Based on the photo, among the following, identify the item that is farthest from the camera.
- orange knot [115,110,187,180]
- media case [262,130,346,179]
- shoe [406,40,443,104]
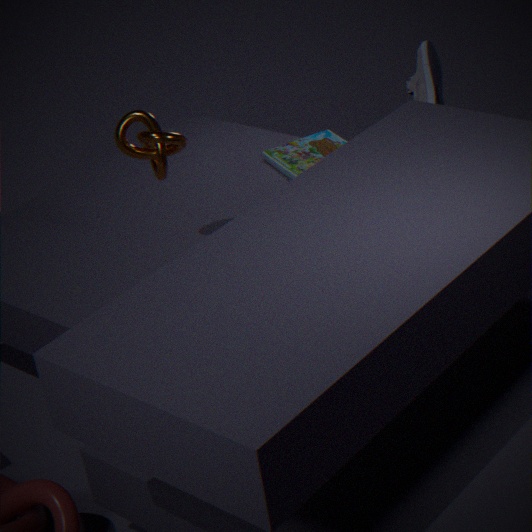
media case [262,130,346,179]
